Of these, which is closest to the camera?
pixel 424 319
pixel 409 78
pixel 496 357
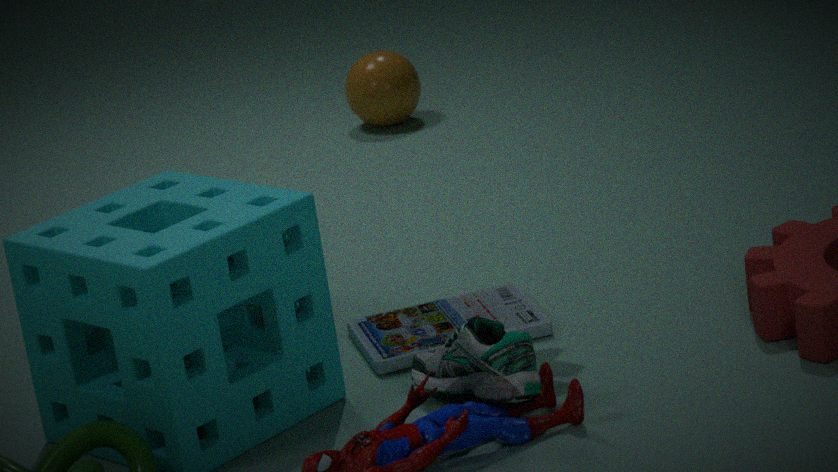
pixel 496 357
